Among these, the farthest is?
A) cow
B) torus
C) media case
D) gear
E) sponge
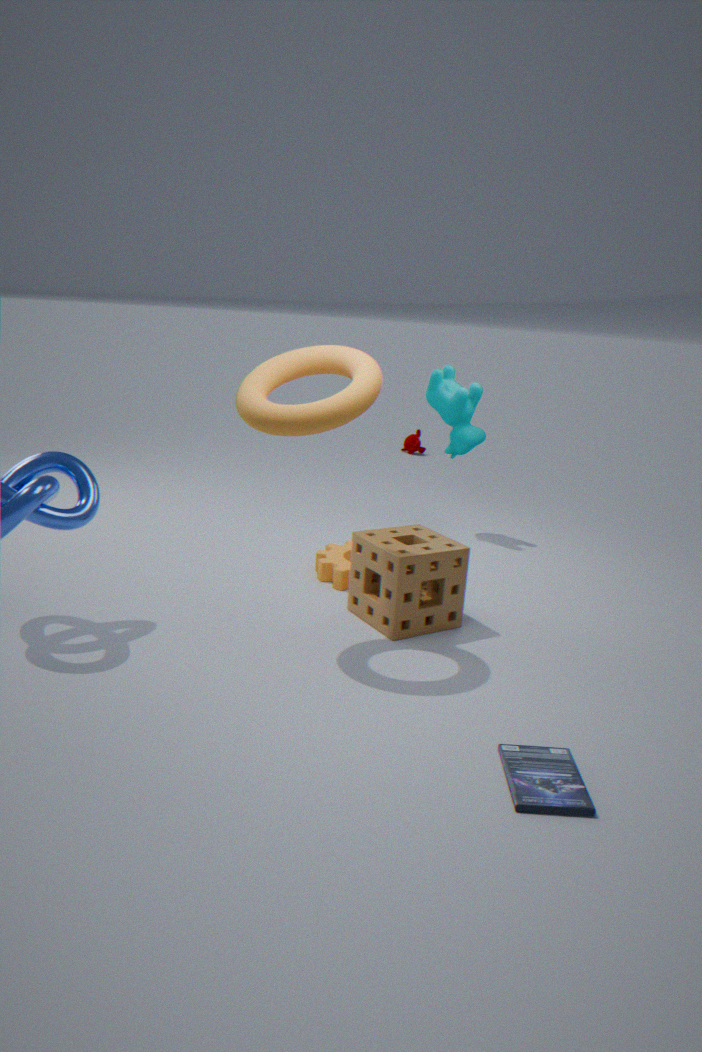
cow
